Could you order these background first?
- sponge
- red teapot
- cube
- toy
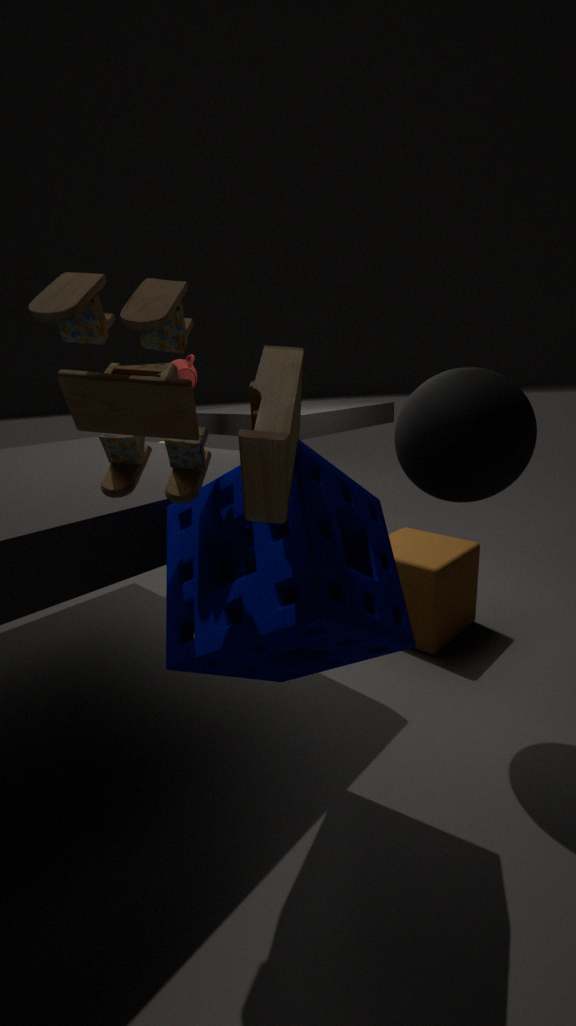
red teapot < cube < sponge < toy
